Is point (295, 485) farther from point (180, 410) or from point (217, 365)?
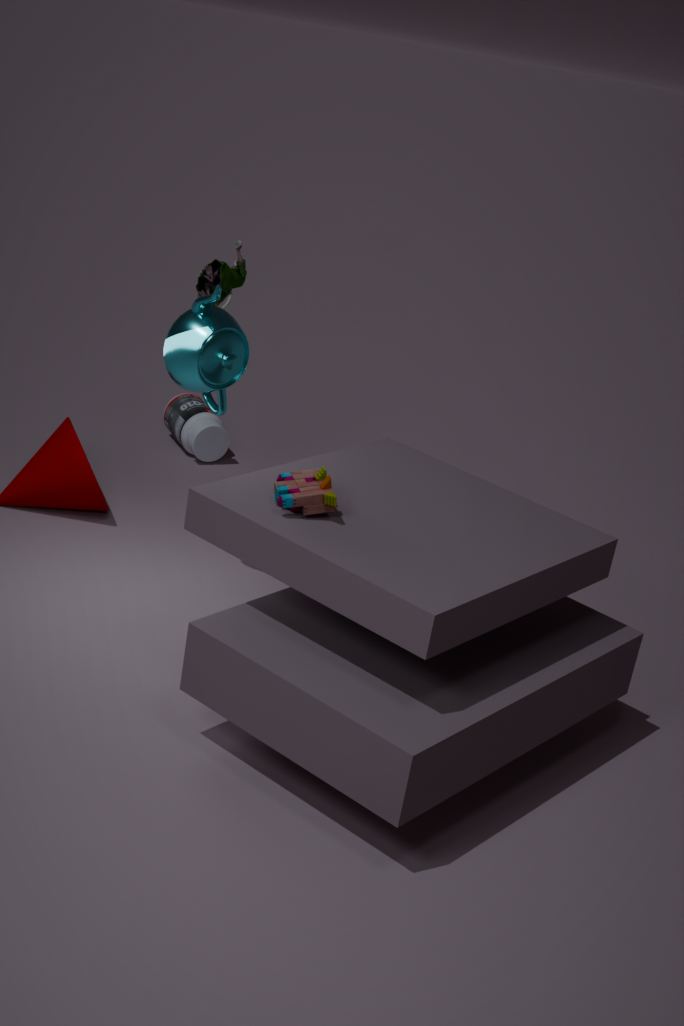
point (180, 410)
